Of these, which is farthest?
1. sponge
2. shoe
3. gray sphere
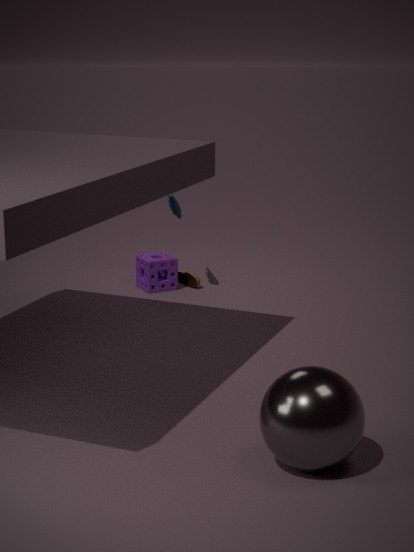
shoe
